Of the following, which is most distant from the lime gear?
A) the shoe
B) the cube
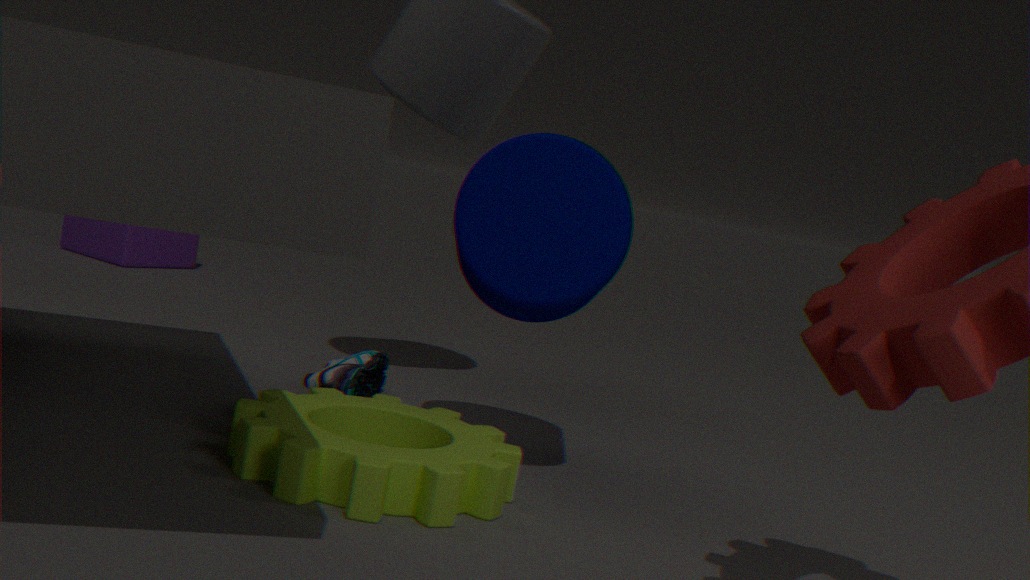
the cube
